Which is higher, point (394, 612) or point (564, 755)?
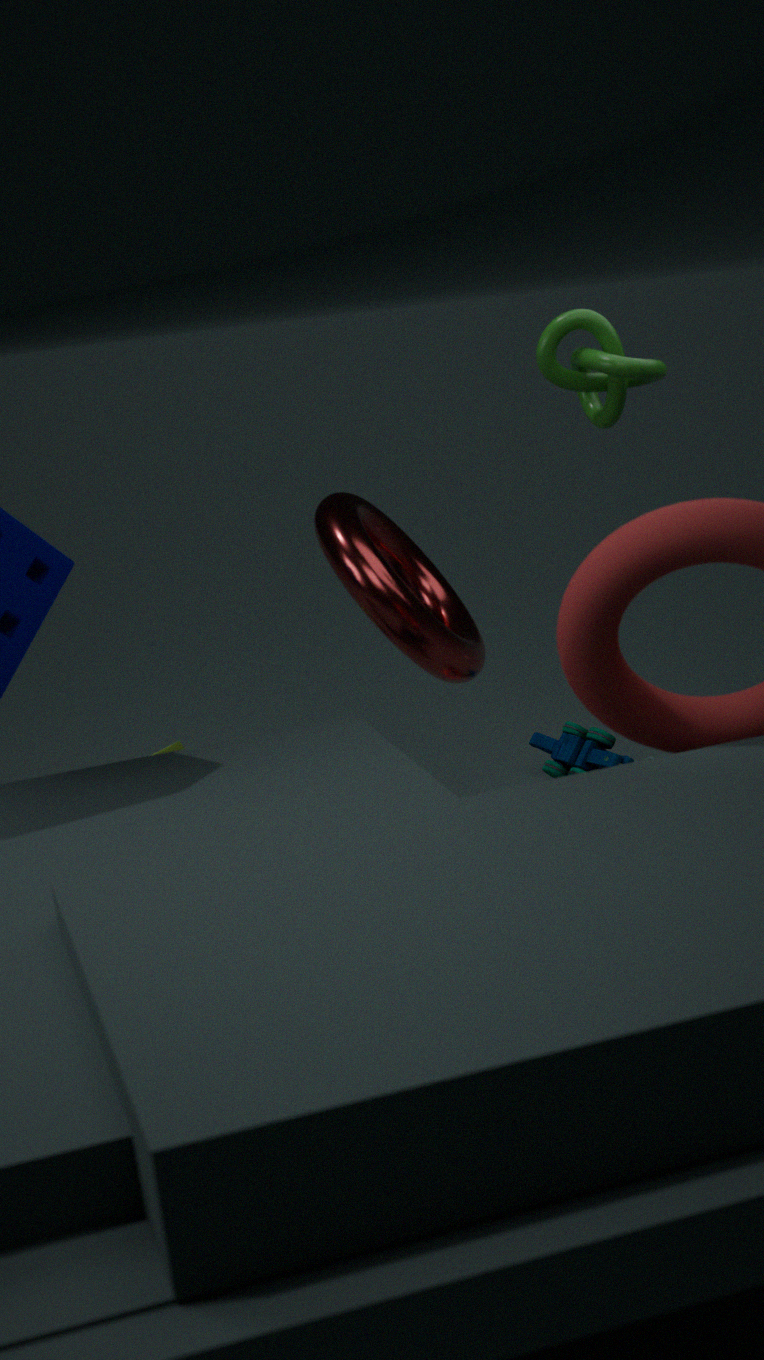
point (394, 612)
